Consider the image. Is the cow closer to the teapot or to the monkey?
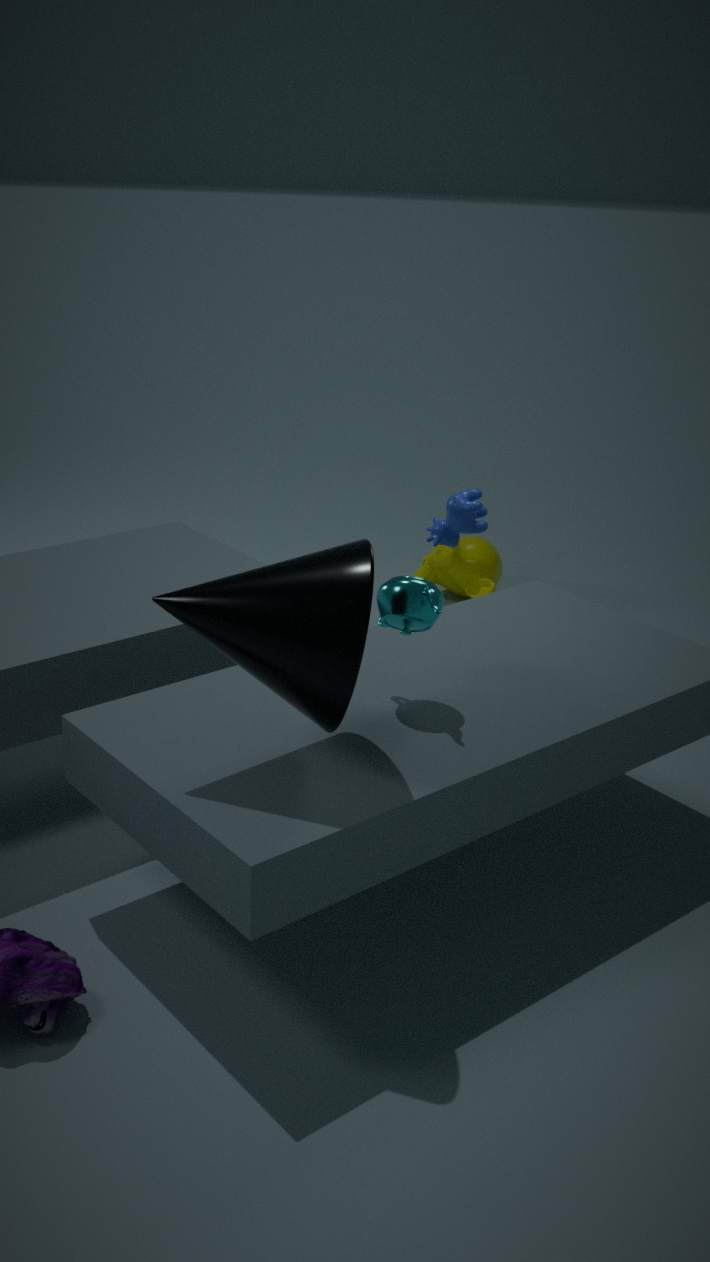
the monkey
